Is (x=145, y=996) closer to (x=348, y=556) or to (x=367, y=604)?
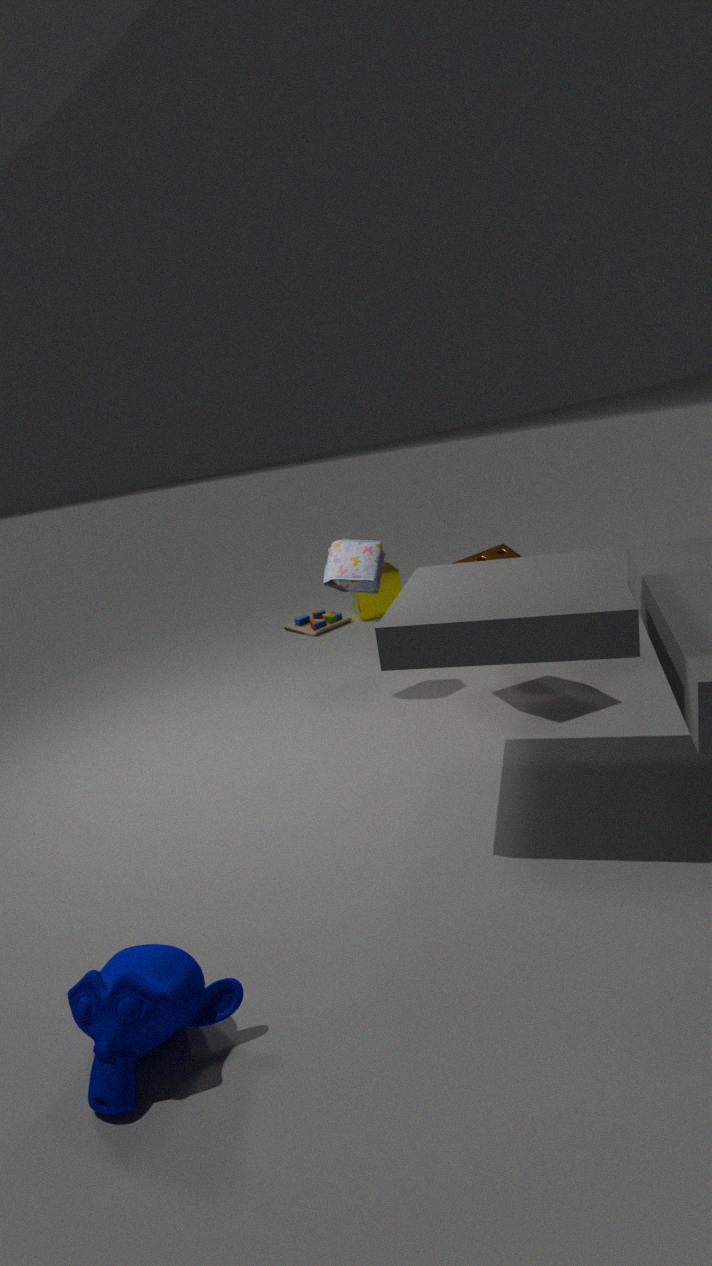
(x=348, y=556)
